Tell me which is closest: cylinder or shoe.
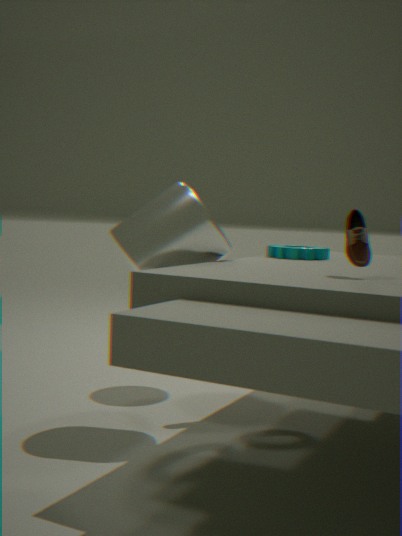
shoe
